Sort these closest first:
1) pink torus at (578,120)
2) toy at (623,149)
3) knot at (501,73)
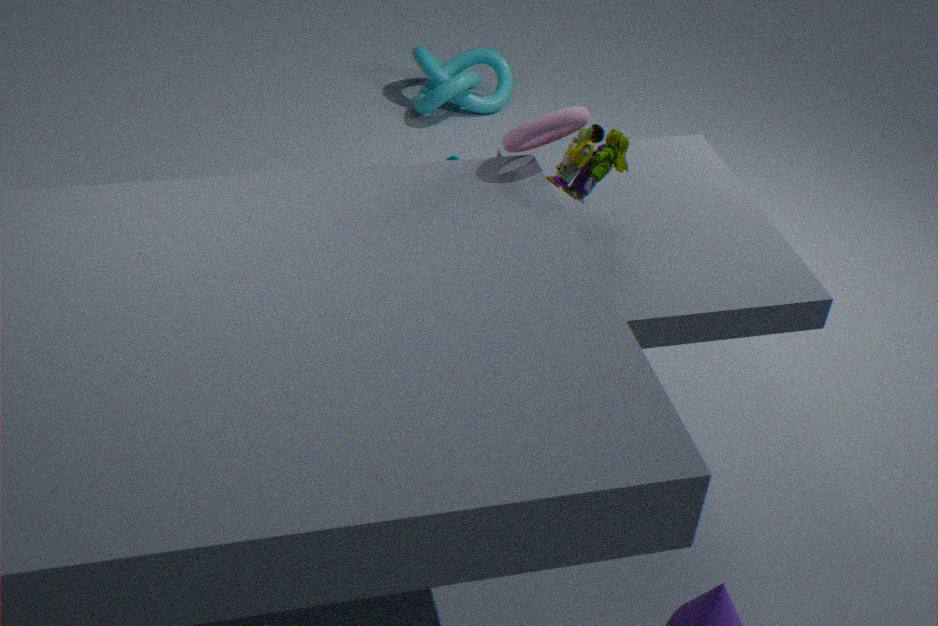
1. pink torus at (578,120)
2. toy at (623,149)
3. knot at (501,73)
